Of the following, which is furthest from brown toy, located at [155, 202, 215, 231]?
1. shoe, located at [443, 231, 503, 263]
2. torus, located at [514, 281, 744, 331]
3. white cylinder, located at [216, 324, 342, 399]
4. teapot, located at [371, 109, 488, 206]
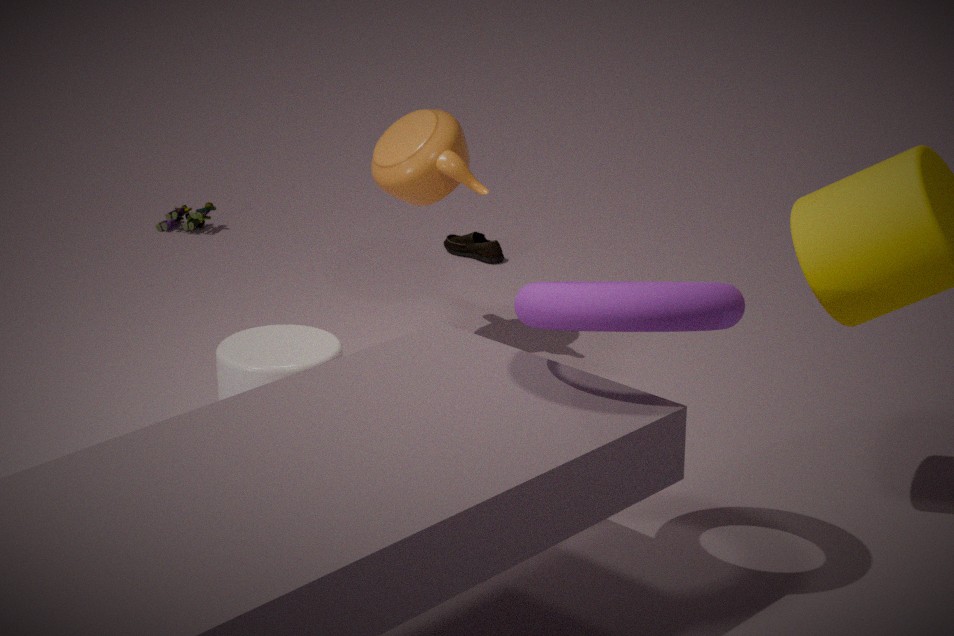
Result: torus, located at [514, 281, 744, 331]
